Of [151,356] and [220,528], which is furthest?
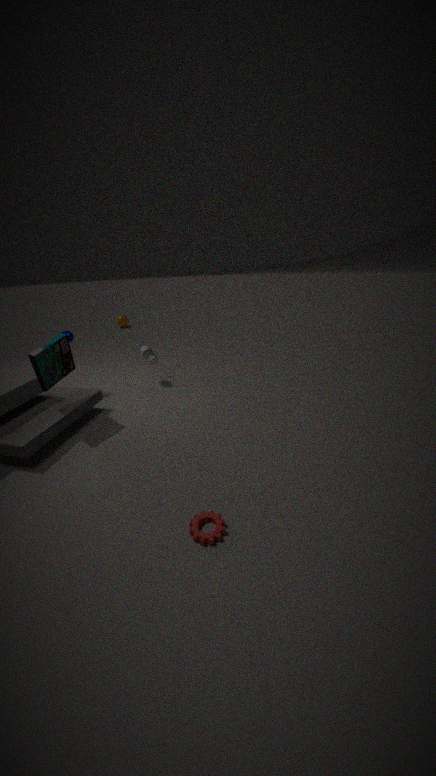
[151,356]
